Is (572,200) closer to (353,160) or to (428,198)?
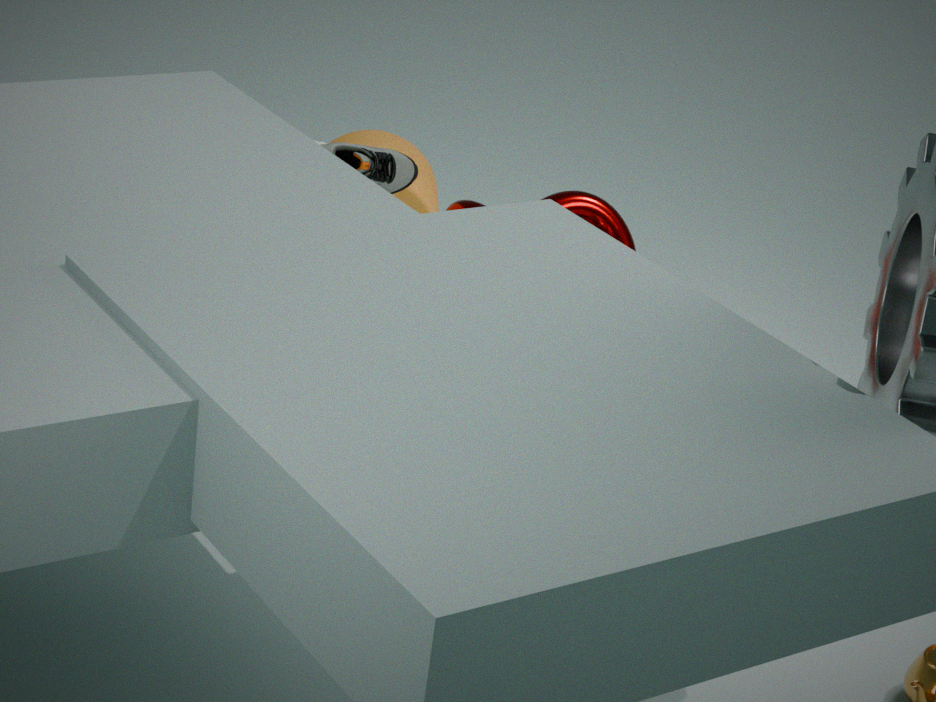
(428,198)
